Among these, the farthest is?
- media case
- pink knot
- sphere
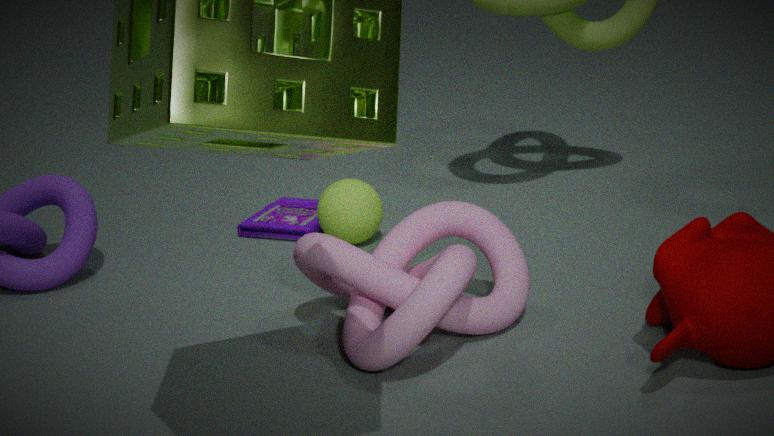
media case
